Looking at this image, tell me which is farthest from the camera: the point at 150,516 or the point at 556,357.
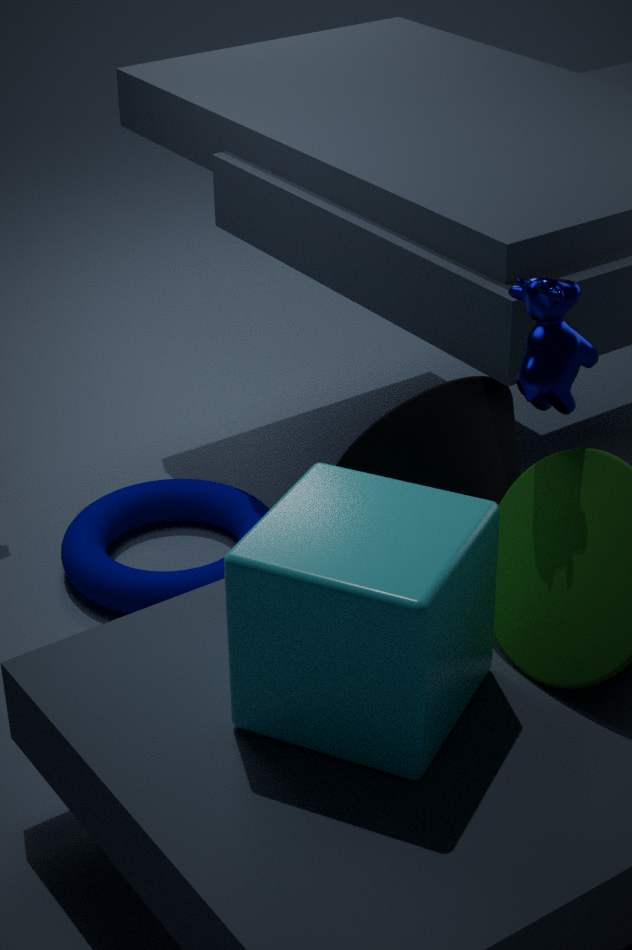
the point at 150,516
